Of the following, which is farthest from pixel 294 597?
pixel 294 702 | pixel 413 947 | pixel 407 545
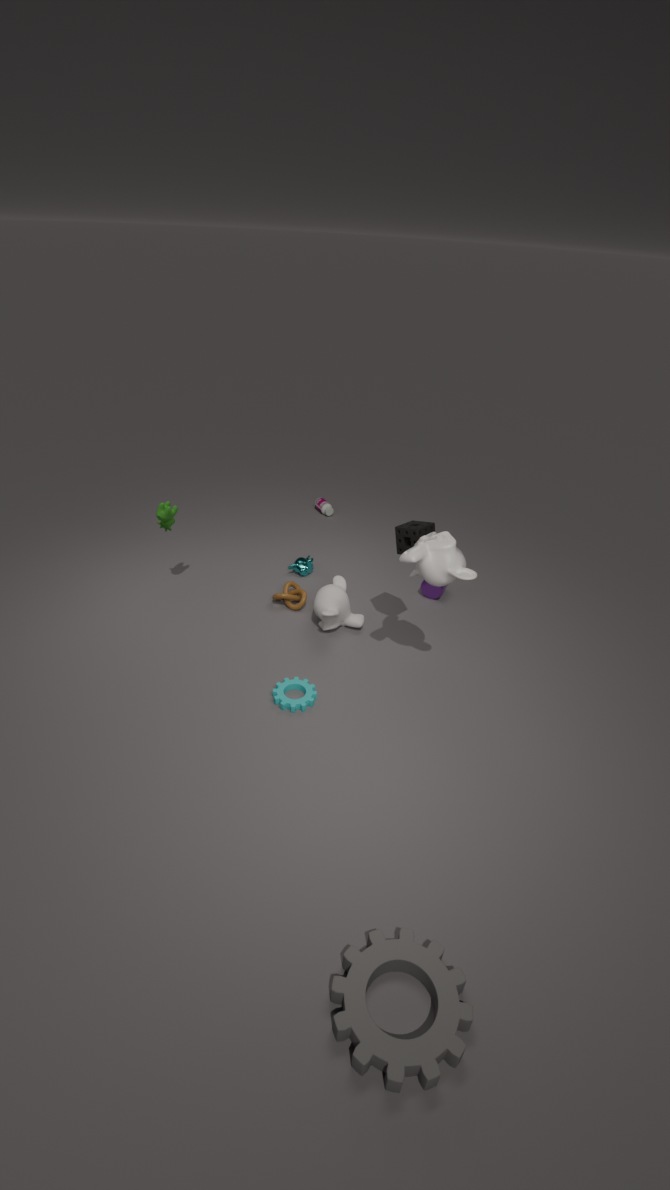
pixel 413 947
